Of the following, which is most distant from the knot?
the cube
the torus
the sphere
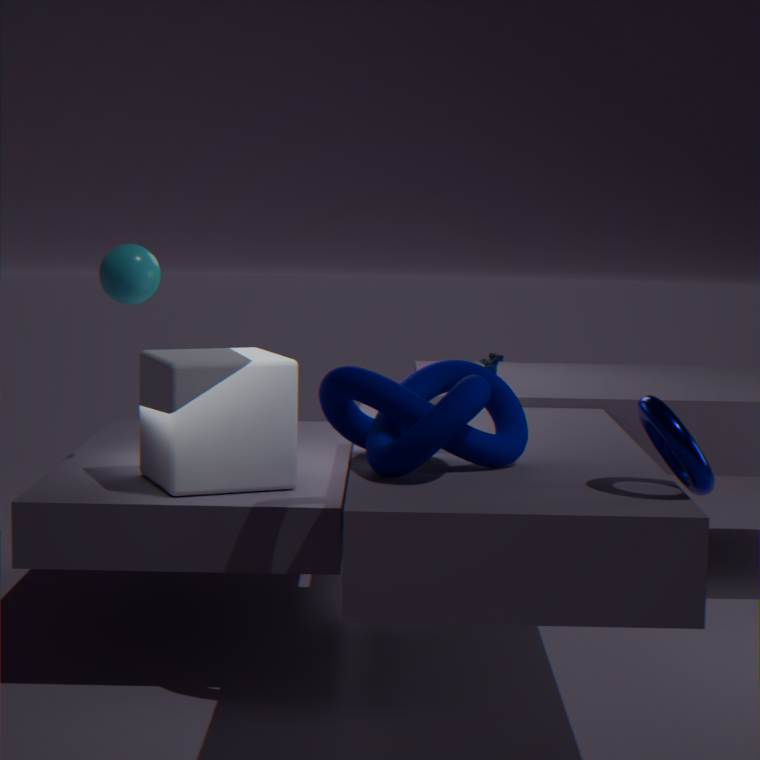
the sphere
